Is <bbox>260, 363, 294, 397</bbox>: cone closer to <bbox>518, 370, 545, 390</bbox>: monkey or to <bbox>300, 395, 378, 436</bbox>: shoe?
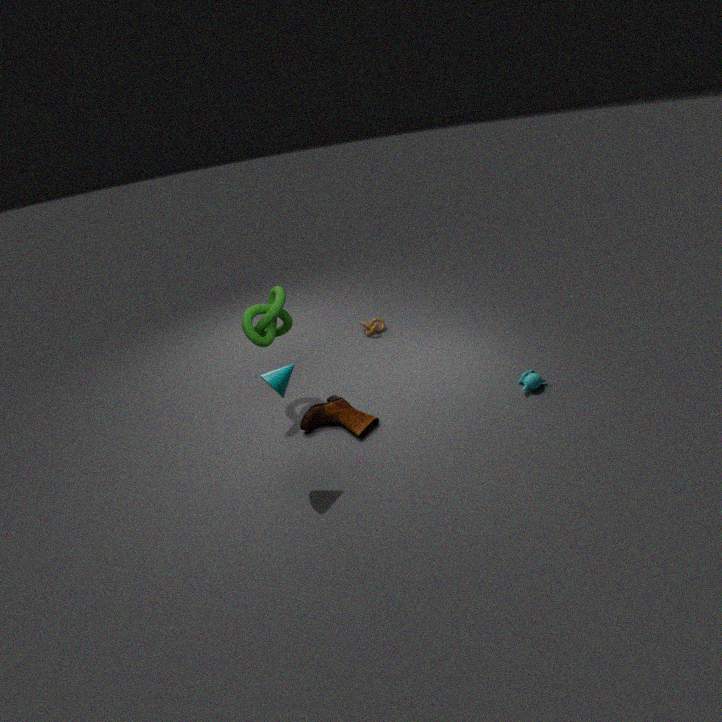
<bbox>300, 395, 378, 436</bbox>: shoe
